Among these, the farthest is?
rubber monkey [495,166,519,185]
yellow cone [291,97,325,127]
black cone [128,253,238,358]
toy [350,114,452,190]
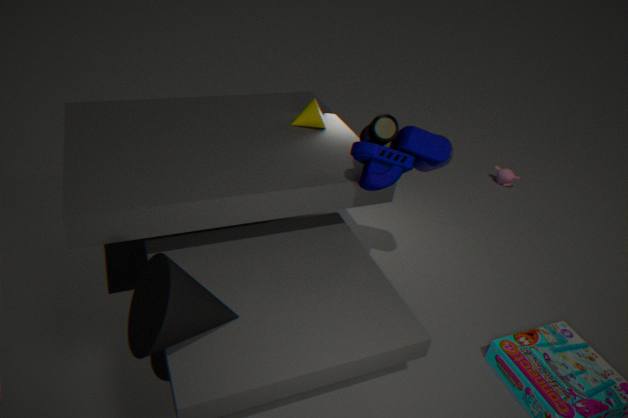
rubber monkey [495,166,519,185]
